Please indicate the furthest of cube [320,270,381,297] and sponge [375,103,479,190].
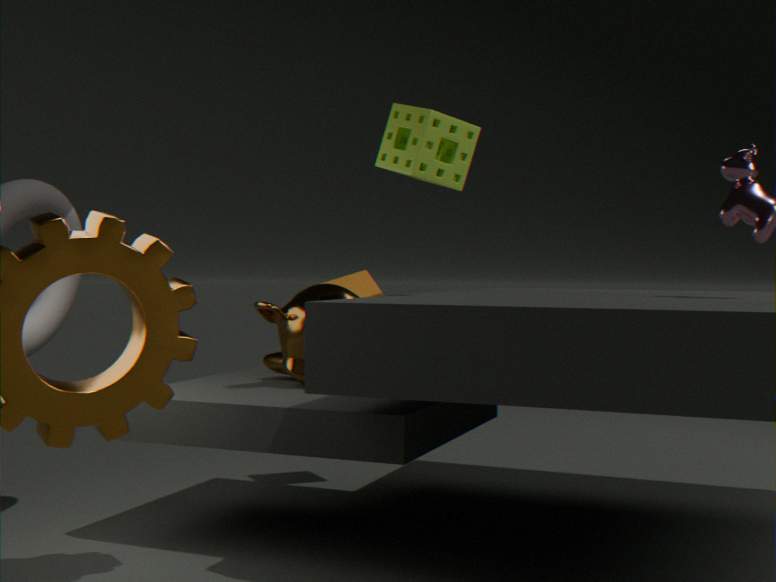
cube [320,270,381,297]
